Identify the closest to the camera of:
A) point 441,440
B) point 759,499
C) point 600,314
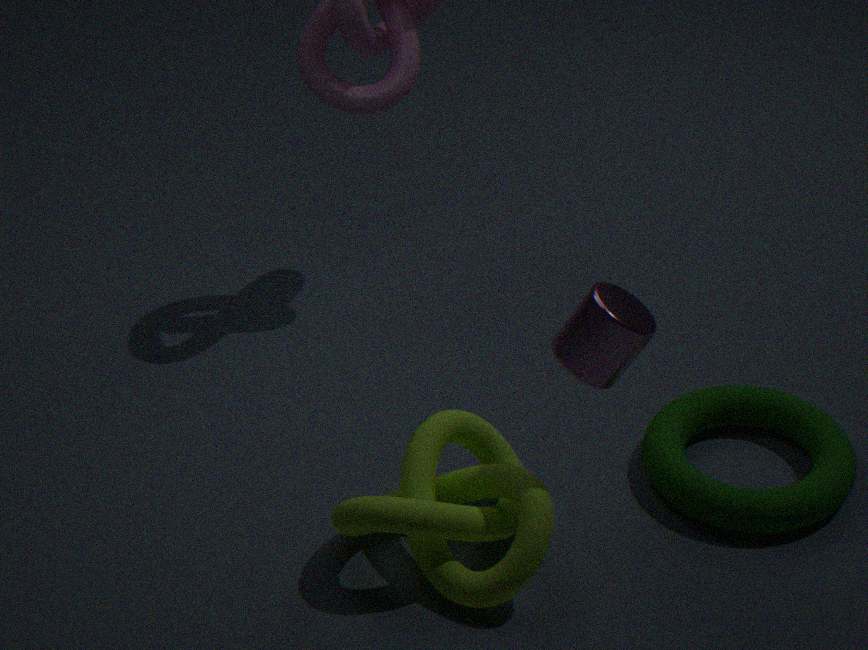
point 600,314
